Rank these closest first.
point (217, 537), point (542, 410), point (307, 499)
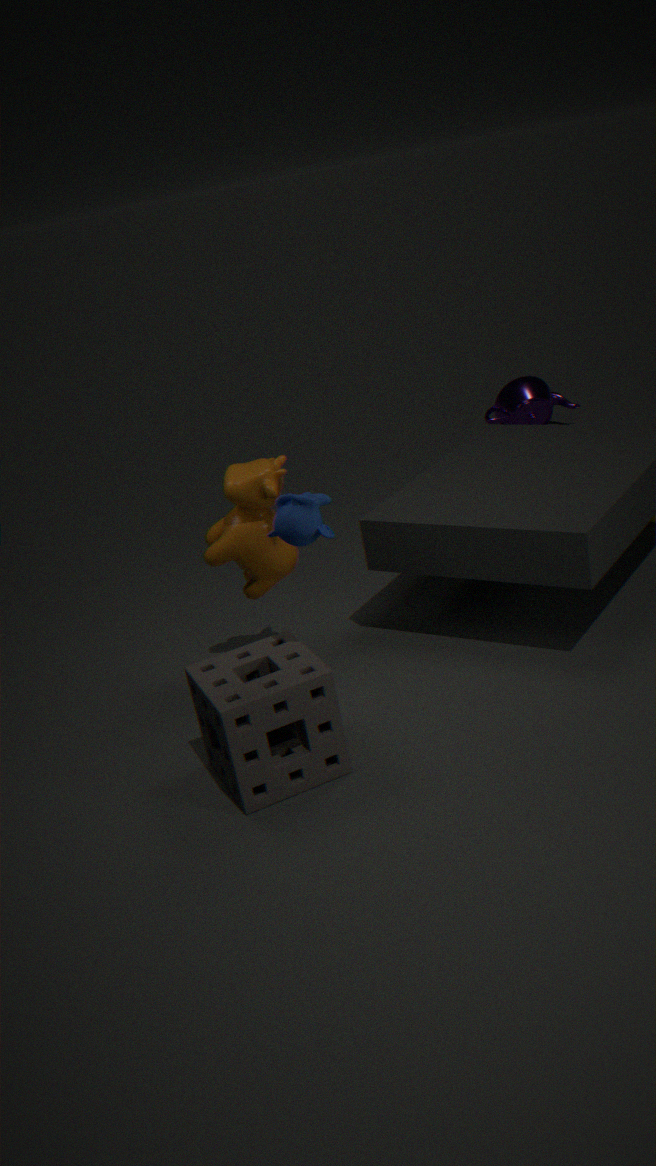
point (307, 499), point (217, 537), point (542, 410)
